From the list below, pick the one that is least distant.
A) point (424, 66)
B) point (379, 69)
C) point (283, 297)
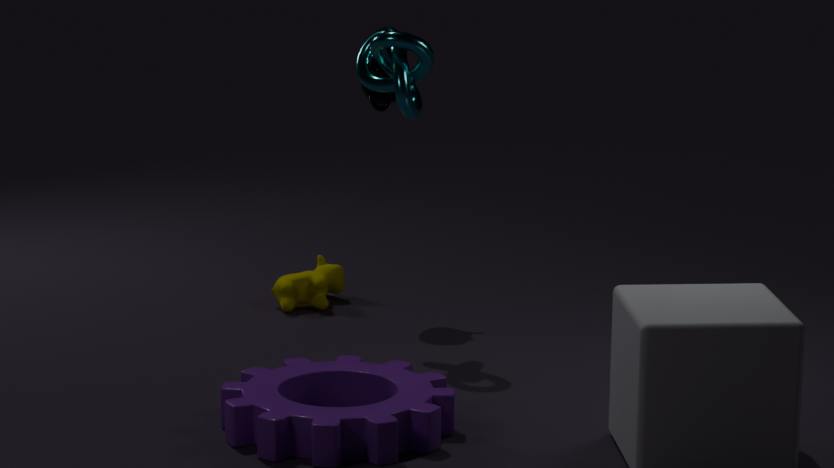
point (424, 66)
